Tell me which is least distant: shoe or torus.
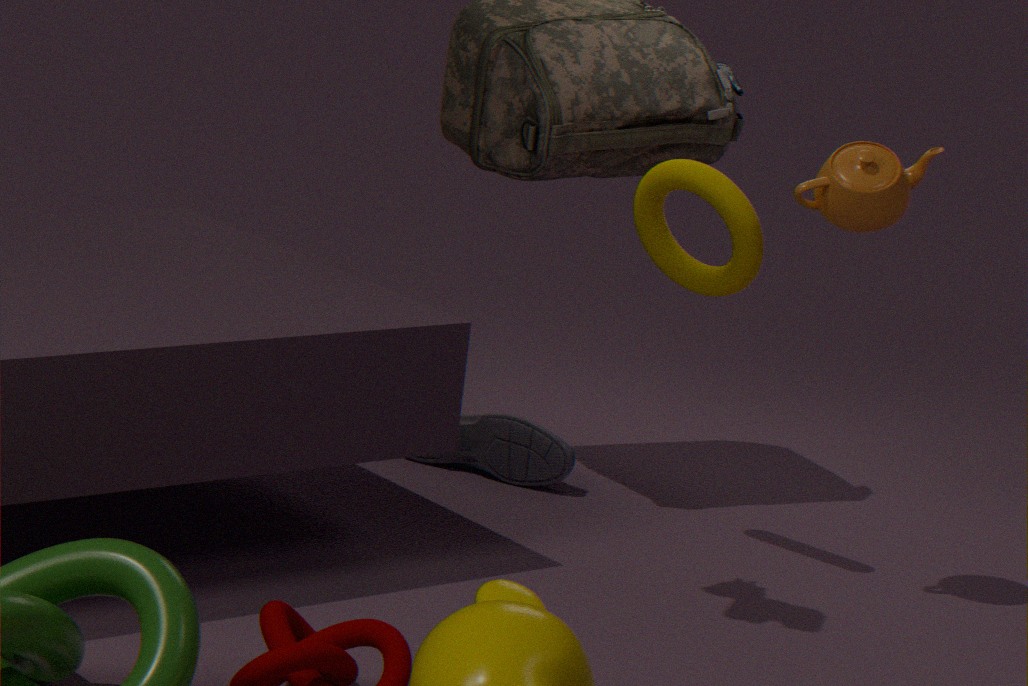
torus
